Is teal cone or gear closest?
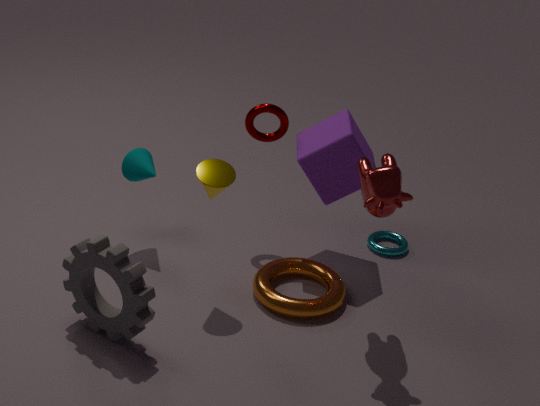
gear
